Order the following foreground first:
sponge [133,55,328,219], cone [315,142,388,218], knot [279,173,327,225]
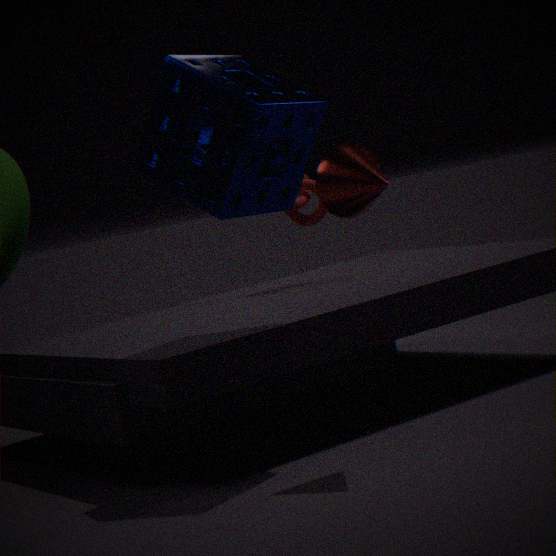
cone [315,142,388,218] → sponge [133,55,328,219] → knot [279,173,327,225]
